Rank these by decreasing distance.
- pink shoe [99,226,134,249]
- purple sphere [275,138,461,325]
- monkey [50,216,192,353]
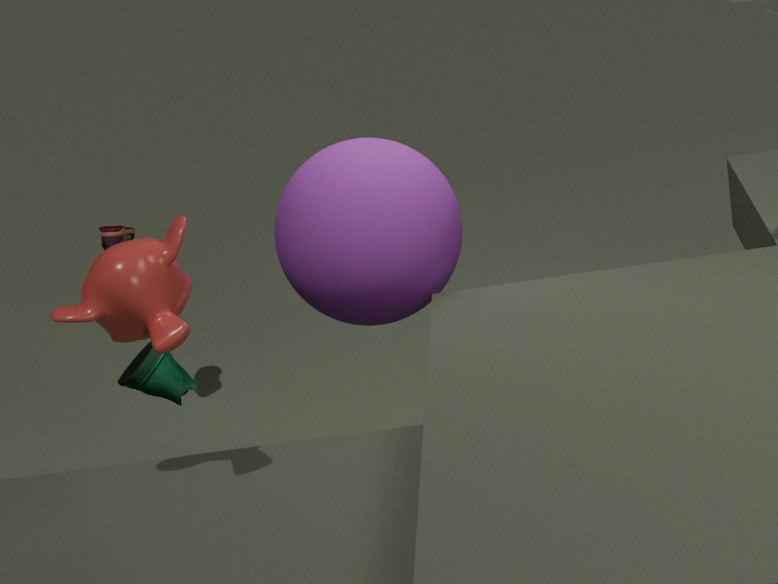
1. pink shoe [99,226,134,249]
2. purple sphere [275,138,461,325]
3. monkey [50,216,192,353]
